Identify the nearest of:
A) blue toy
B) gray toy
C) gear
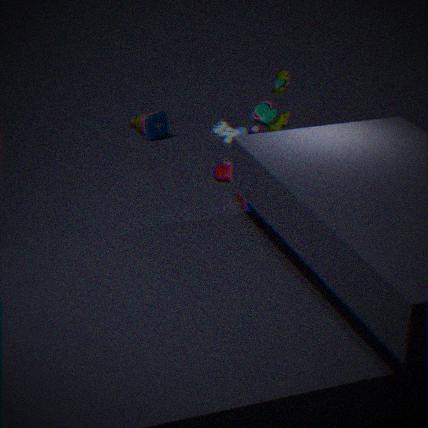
gray toy
